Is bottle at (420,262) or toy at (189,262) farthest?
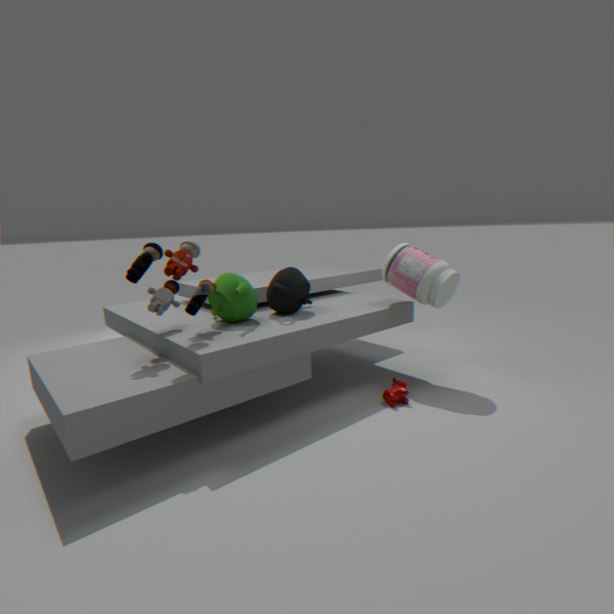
bottle at (420,262)
